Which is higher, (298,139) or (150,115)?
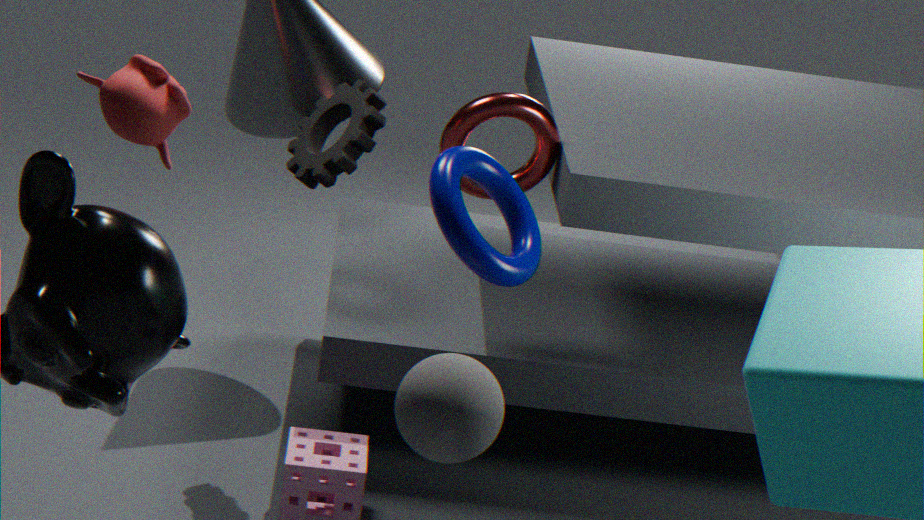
(150,115)
